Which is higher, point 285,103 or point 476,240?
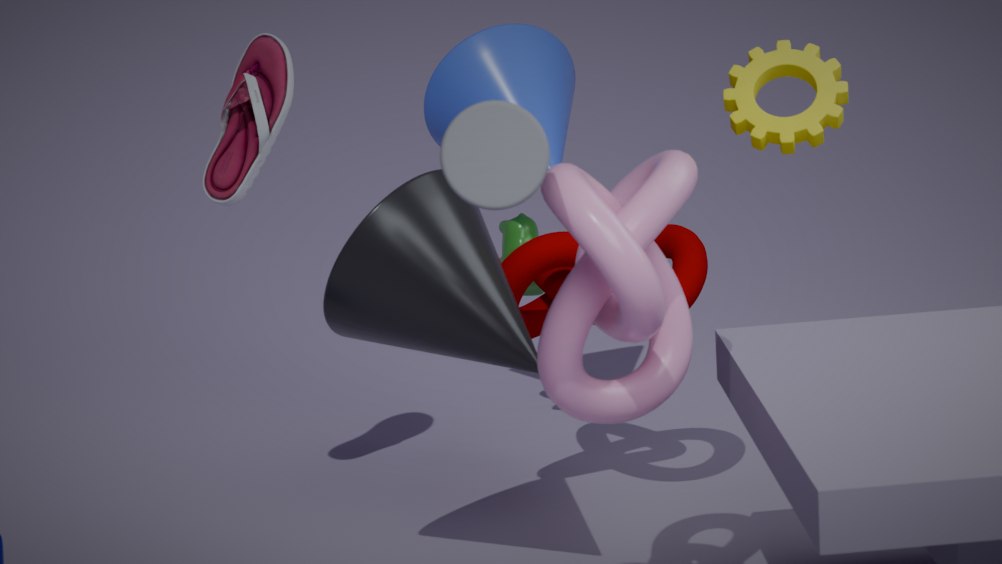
point 285,103
